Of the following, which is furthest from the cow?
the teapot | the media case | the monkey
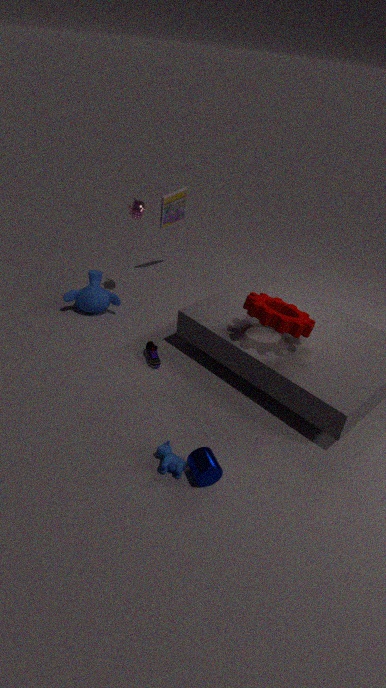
the media case
